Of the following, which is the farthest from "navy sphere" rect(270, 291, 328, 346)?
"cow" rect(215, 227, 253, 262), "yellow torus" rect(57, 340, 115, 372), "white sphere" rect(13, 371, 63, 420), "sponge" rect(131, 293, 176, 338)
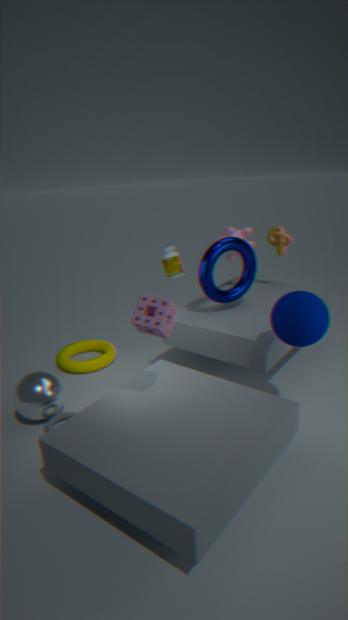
"yellow torus" rect(57, 340, 115, 372)
